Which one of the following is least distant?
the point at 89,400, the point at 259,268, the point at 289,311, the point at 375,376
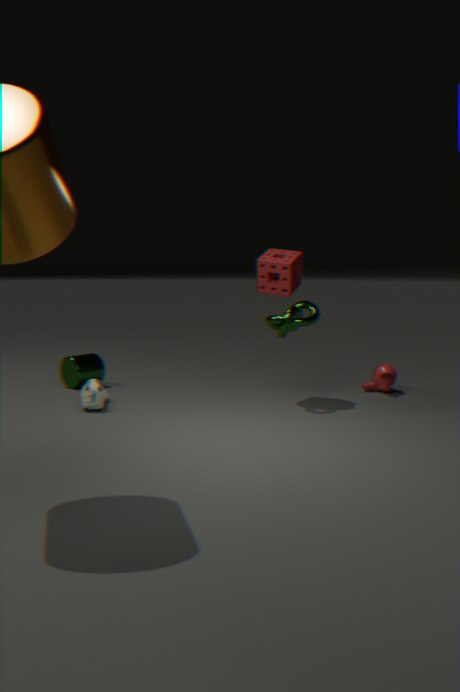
the point at 89,400
